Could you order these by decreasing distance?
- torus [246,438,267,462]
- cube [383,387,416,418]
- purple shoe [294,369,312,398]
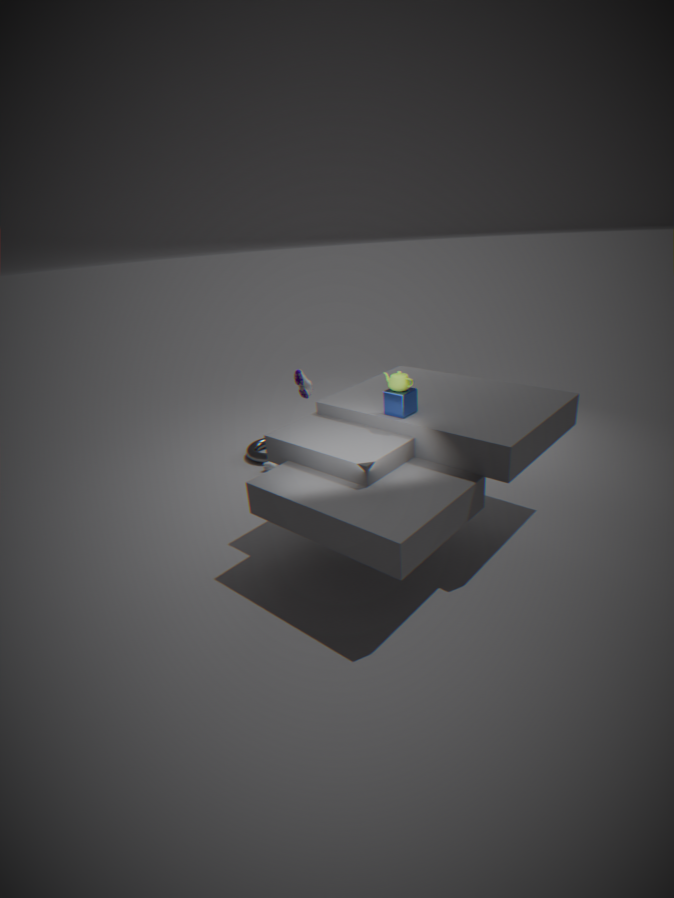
torus [246,438,267,462] < purple shoe [294,369,312,398] < cube [383,387,416,418]
